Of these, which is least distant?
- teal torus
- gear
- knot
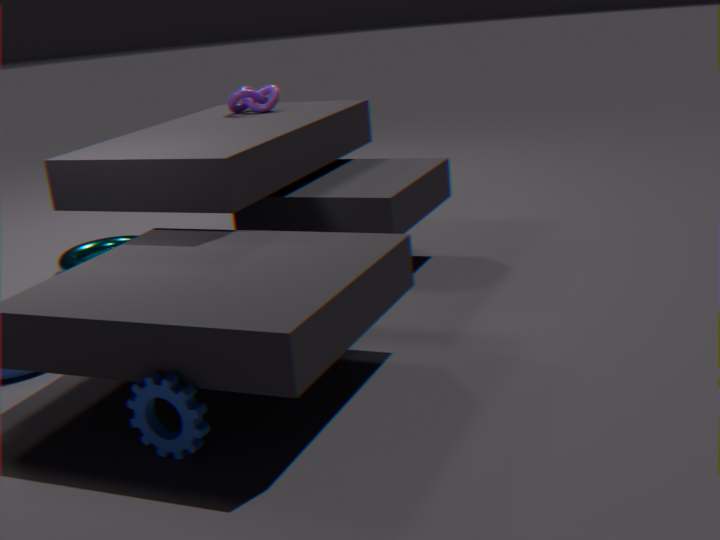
gear
